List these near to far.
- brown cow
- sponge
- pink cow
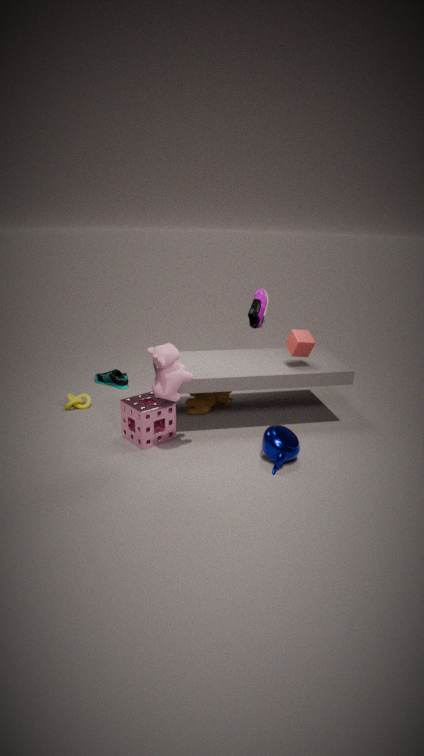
pink cow < sponge < brown cow
